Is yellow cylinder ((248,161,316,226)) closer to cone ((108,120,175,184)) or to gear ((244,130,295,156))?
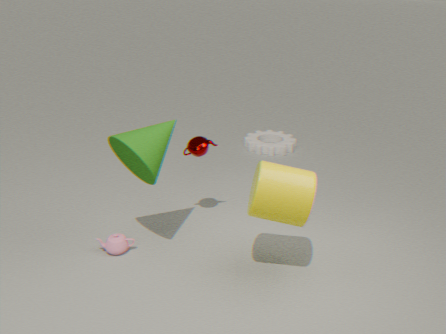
cone ((108,120,175,184))
